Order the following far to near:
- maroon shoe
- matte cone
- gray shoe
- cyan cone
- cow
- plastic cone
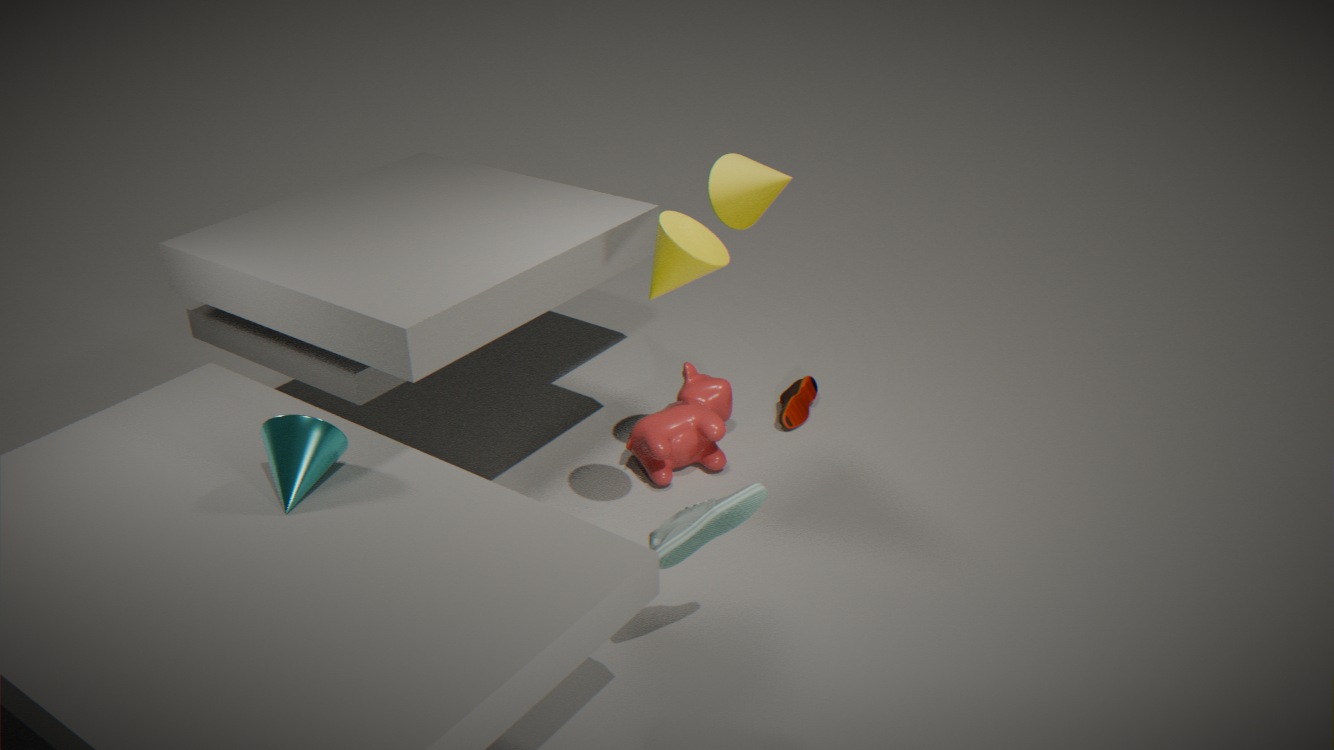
maroon shoe, cow, matte cone, plastic cone, cyan cone, gray shoe
